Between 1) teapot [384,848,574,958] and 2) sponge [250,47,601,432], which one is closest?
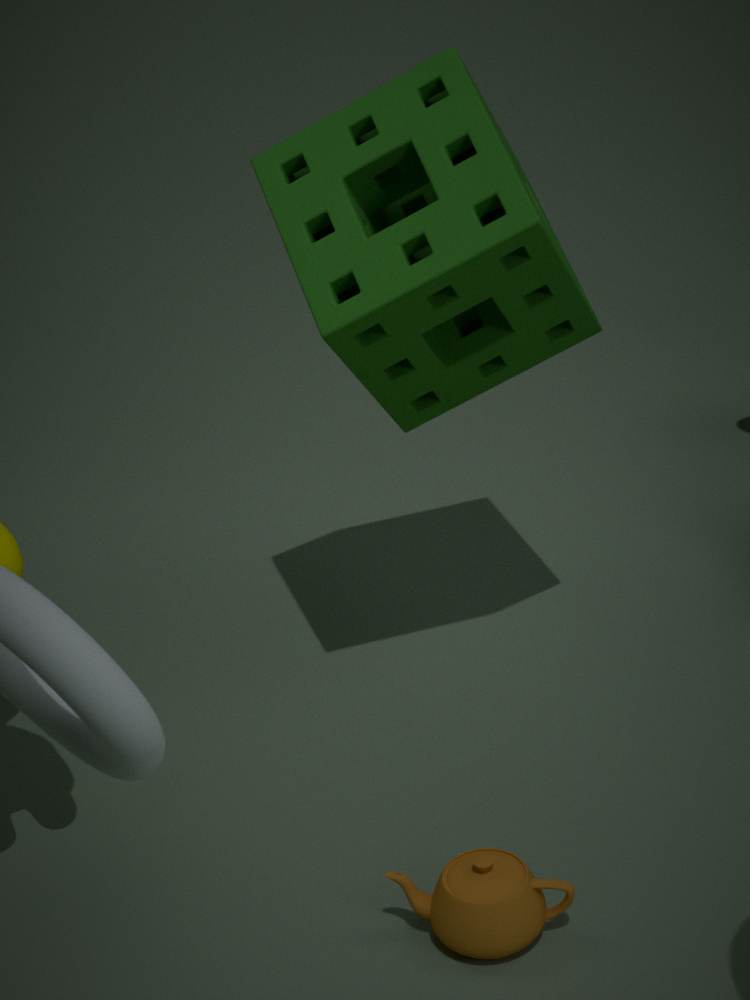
1. teapot [384,848,574,958]
